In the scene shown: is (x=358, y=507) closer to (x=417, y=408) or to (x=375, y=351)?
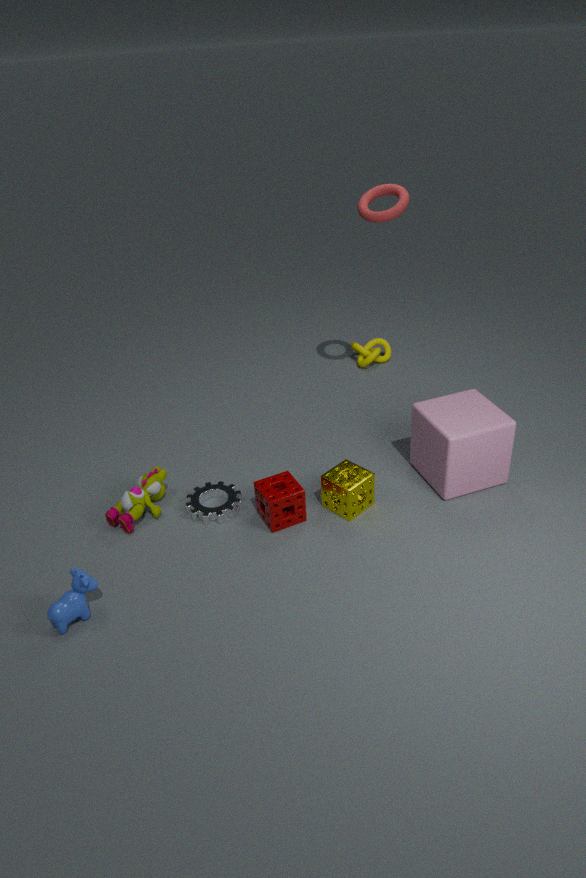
(x=417, y=408)
